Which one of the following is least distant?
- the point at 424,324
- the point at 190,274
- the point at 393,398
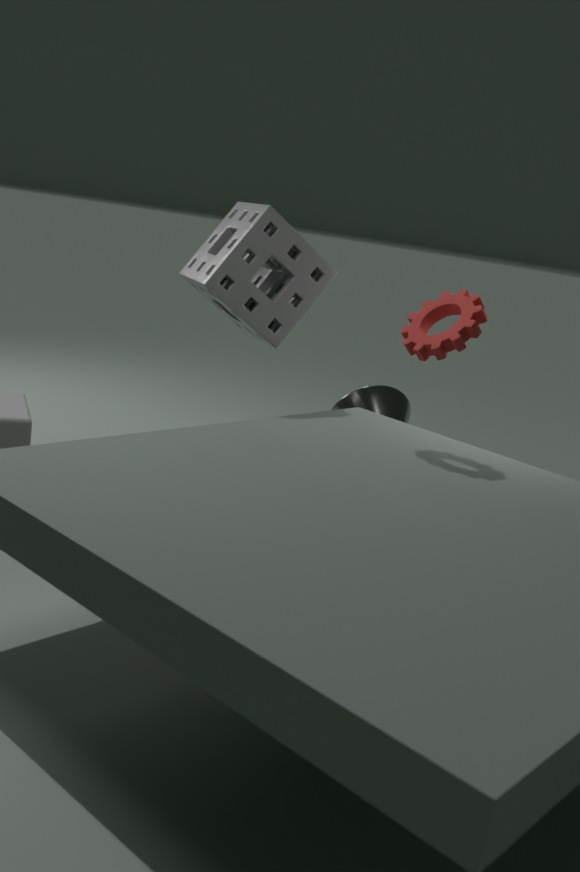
the point at 424,324
